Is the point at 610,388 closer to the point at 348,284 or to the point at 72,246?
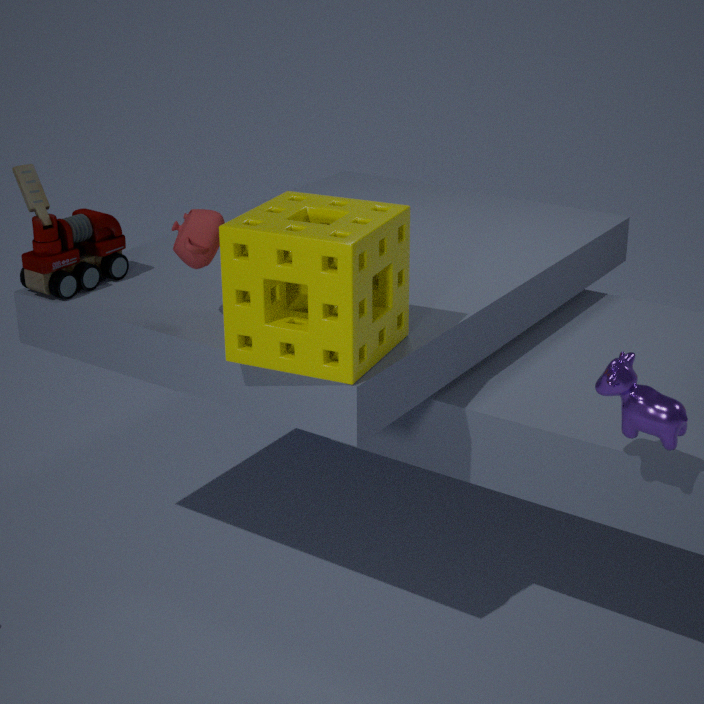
the point at 348,284
